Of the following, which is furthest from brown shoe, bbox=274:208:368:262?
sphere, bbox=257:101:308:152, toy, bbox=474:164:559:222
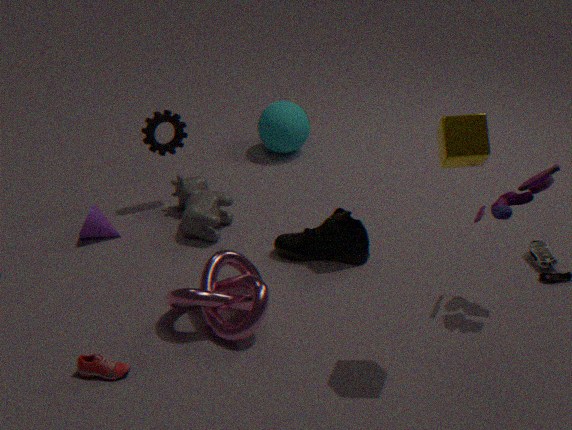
sphere, bbox=257:101:308:152
